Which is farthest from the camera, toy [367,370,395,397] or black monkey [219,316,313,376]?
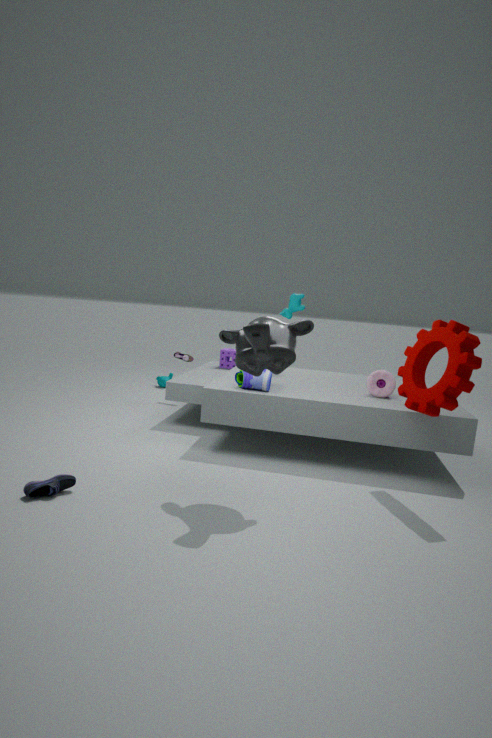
toy [367,370,395,397]
